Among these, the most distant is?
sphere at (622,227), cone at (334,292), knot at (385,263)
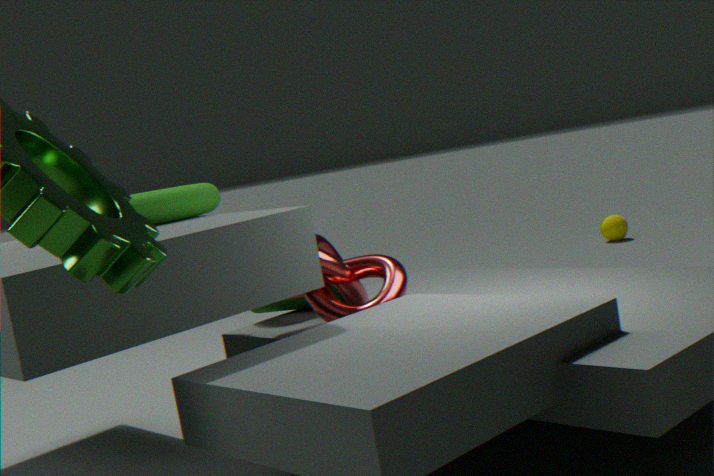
sphere at (622,227)
